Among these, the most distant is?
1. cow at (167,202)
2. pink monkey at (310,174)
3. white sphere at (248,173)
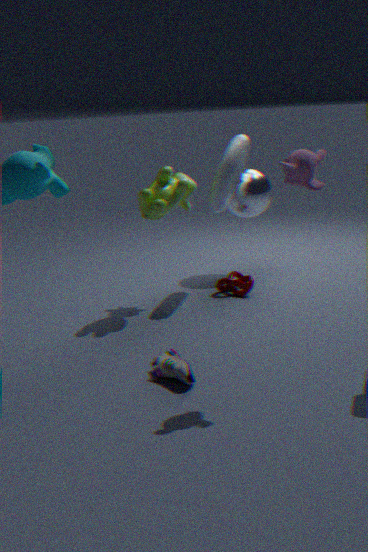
white sphere at (248,173)
